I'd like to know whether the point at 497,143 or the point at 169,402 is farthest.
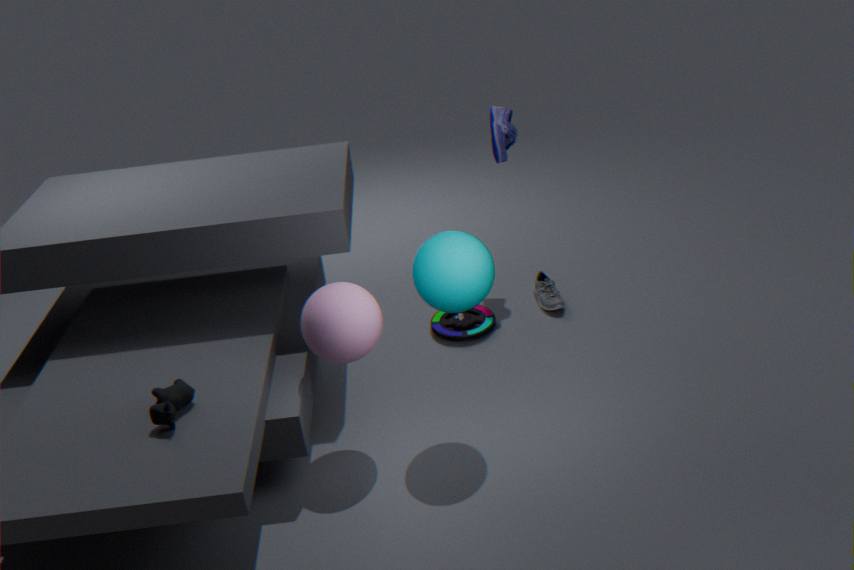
the point at 497,143
